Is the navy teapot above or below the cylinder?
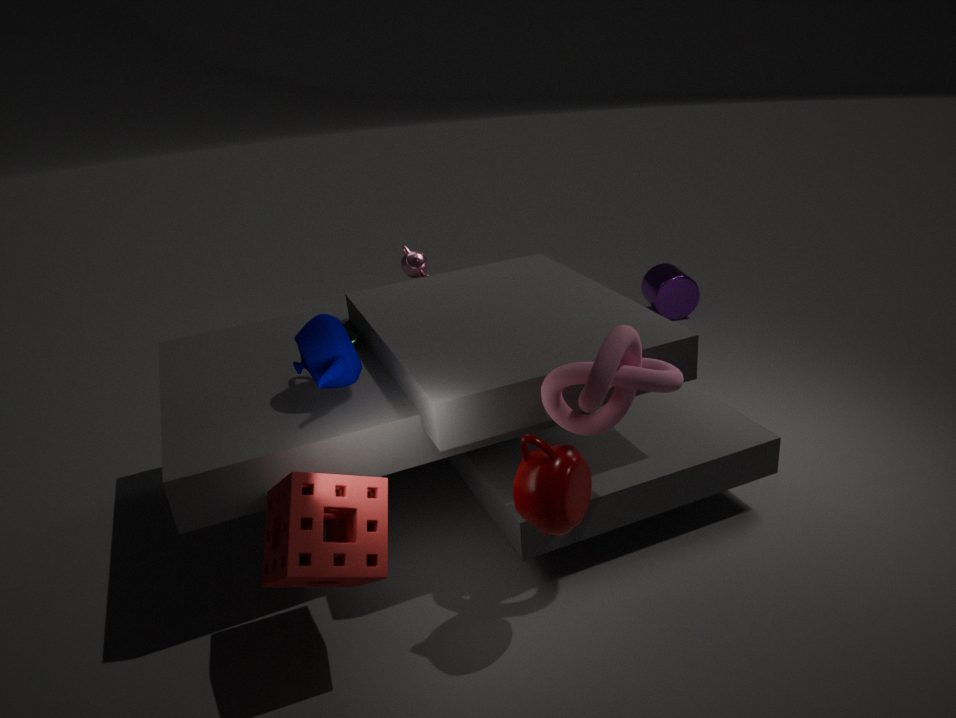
above
